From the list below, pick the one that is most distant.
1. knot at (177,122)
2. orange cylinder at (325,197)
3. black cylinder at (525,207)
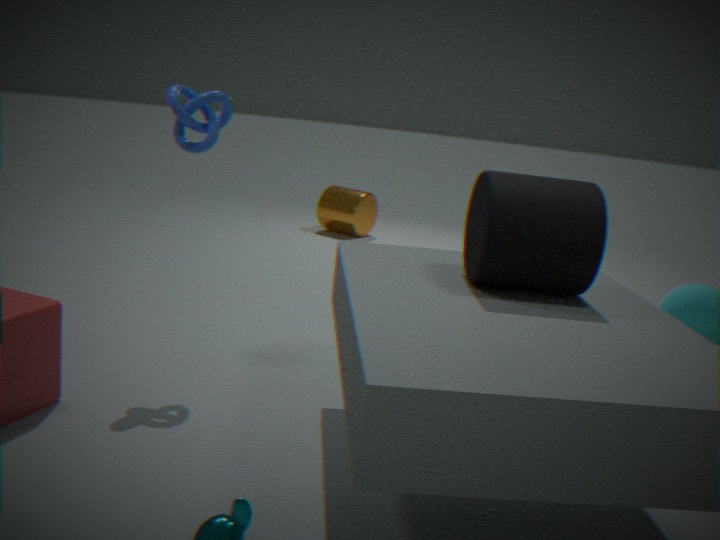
orange cylinder at (325,197)
